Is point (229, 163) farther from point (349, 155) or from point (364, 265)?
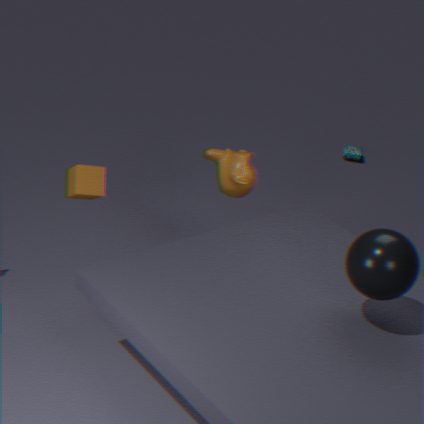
point (349, 155)
